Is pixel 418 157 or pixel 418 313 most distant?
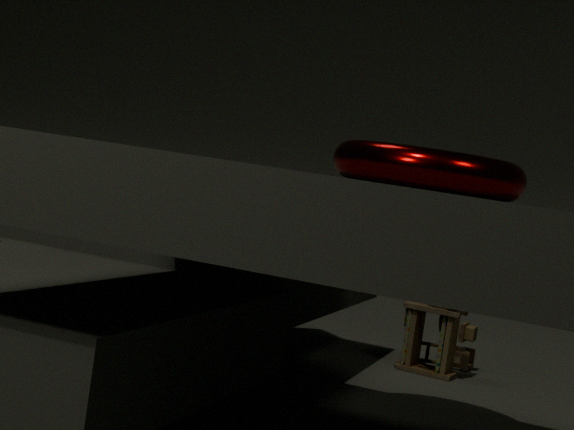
pixel 418 313
